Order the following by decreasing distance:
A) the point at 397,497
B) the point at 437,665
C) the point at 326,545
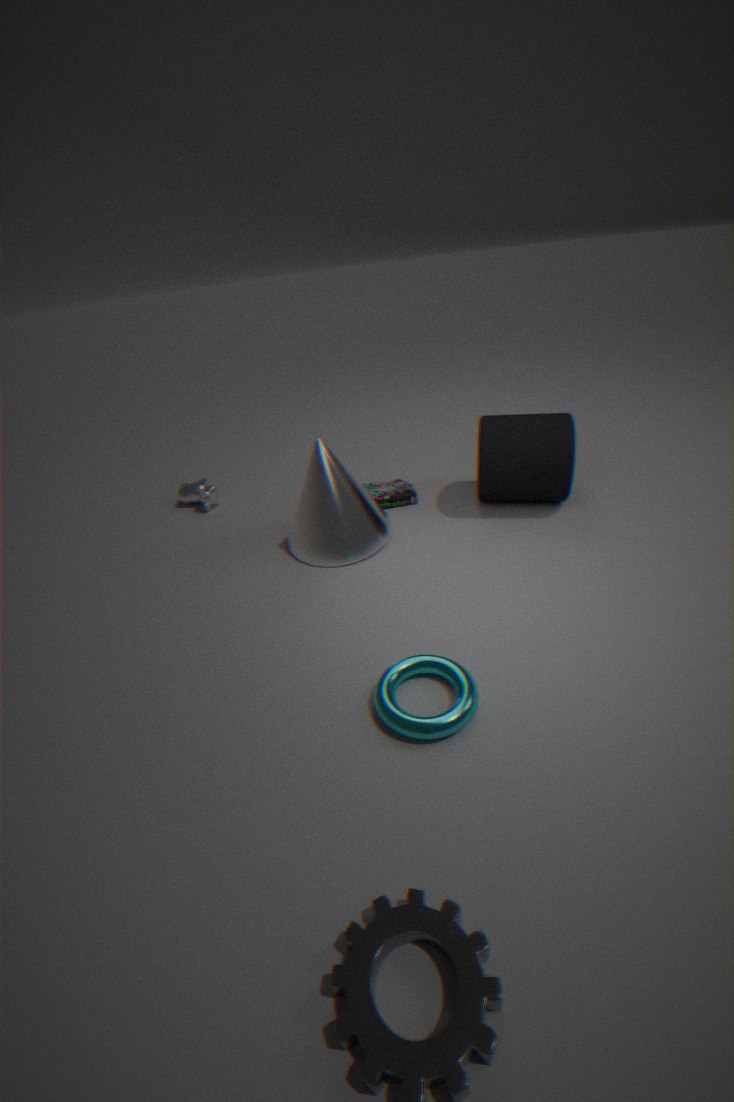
the point at 397,497, the point at 326,545, the point at 437,665
